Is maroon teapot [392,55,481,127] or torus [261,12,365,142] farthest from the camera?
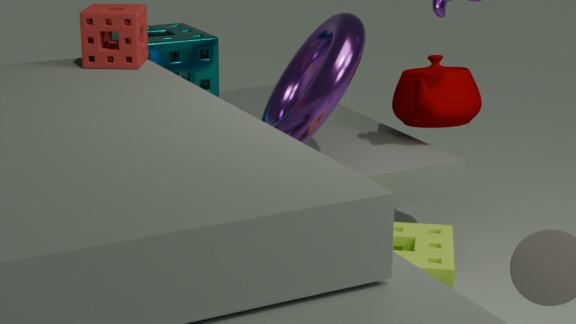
maroon teapot [392,55,481,127]
